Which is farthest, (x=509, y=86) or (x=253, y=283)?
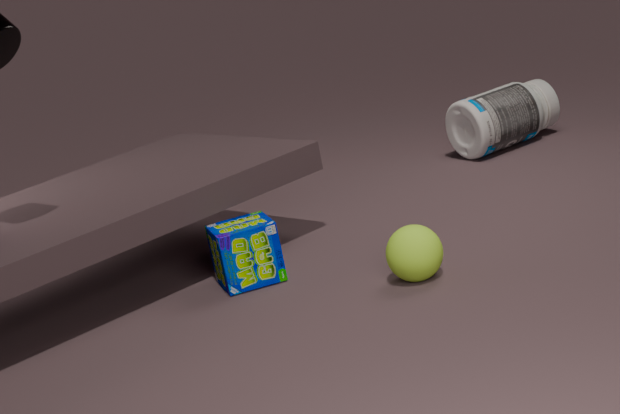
(x=509, y=86)
